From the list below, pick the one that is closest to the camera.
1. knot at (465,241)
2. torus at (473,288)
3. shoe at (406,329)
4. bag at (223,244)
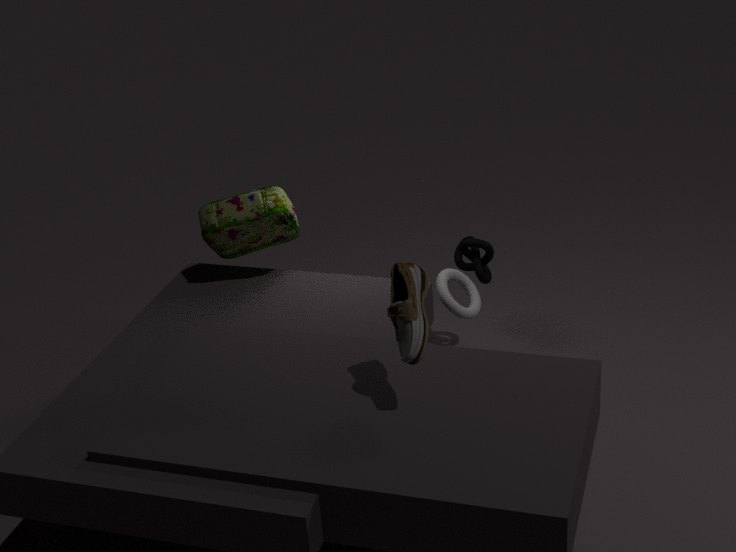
shoe at (406,329)
